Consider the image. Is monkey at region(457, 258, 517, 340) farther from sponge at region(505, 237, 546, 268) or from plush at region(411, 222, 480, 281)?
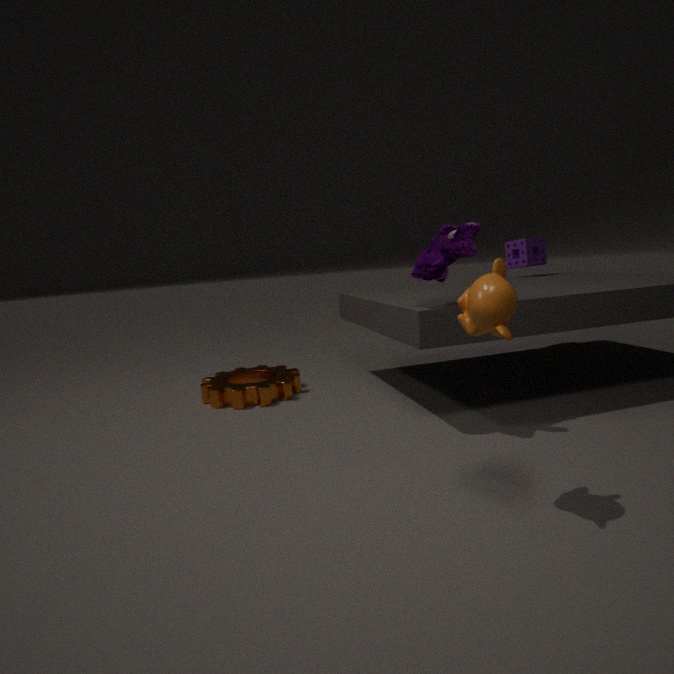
sponge at region(505, 237, 546, 268)
